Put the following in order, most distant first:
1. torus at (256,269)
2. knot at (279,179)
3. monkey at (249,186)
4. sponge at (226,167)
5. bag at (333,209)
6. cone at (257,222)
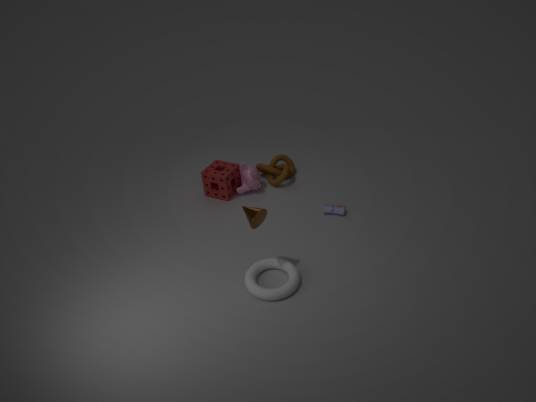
knot at (279,179) → monkey at (249,186) → sponge at (226,167) → bag at (333,209) → torus at (256,269) → cone at (257,222)
